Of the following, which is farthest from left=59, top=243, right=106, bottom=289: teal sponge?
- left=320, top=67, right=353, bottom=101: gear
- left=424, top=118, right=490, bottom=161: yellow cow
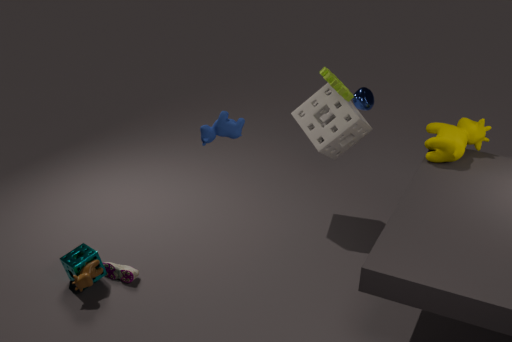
left=424, top=118, right=490, bottom=161: yellow cow
